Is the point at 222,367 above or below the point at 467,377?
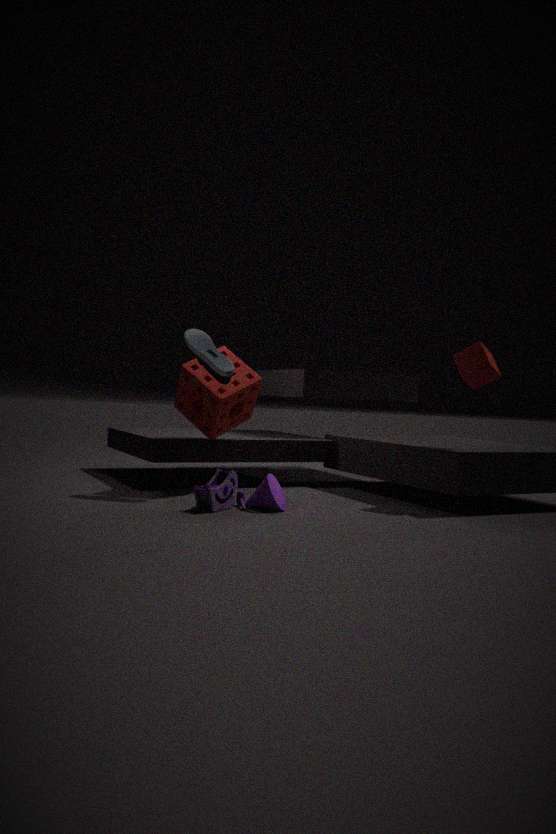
above
